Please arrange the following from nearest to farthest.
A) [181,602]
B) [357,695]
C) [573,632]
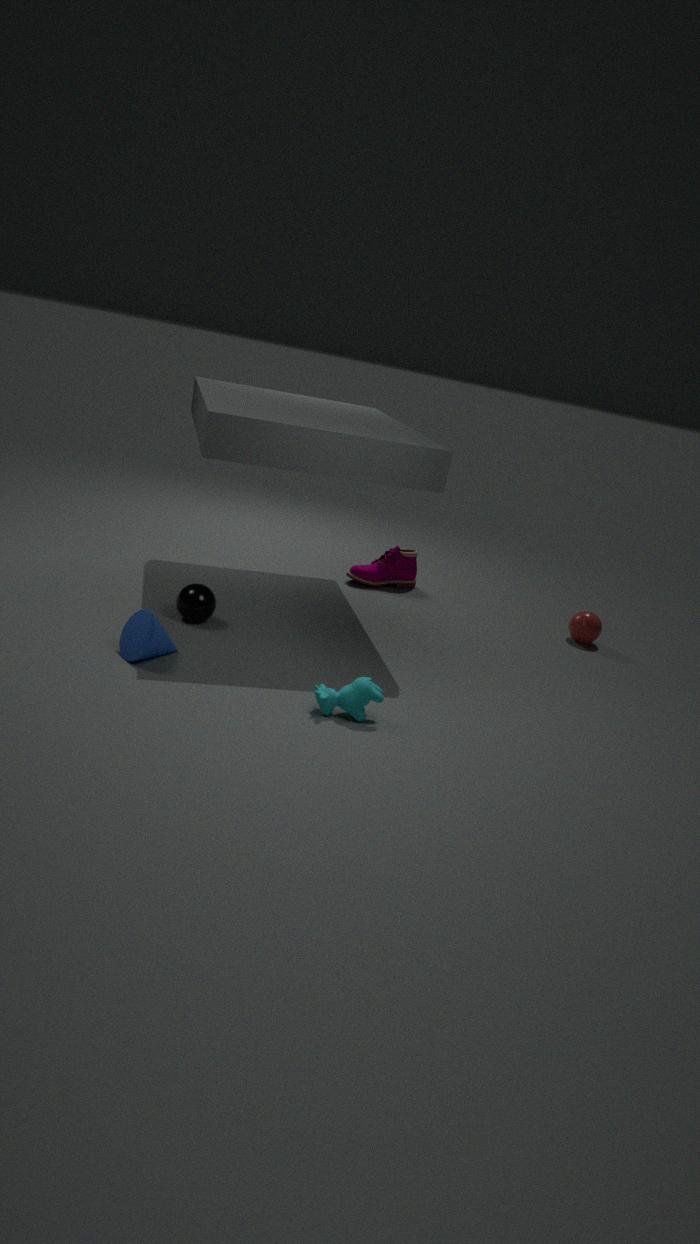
1. [357,695]
2. [181,602]
3. [573,632]
